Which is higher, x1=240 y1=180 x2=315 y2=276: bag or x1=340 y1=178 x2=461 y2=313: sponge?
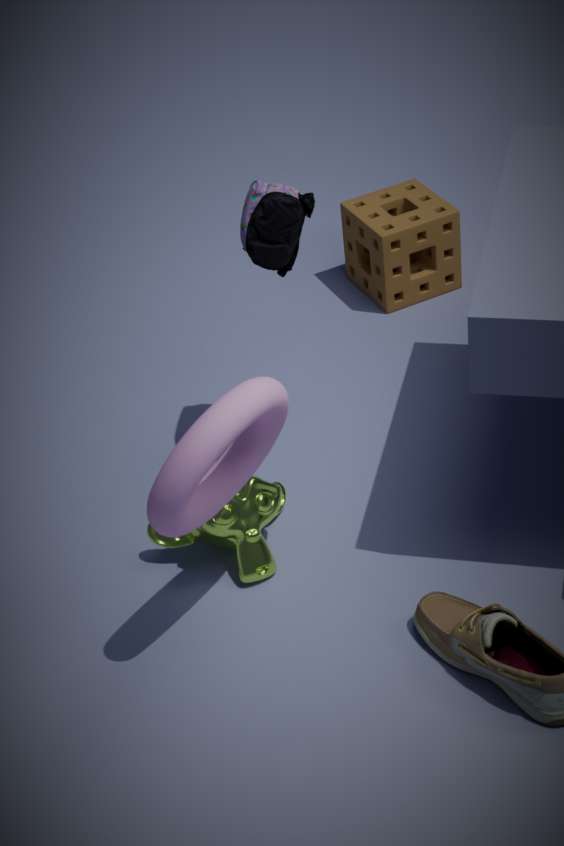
x1=240 y1=180 x2=315 y2=276: bag
